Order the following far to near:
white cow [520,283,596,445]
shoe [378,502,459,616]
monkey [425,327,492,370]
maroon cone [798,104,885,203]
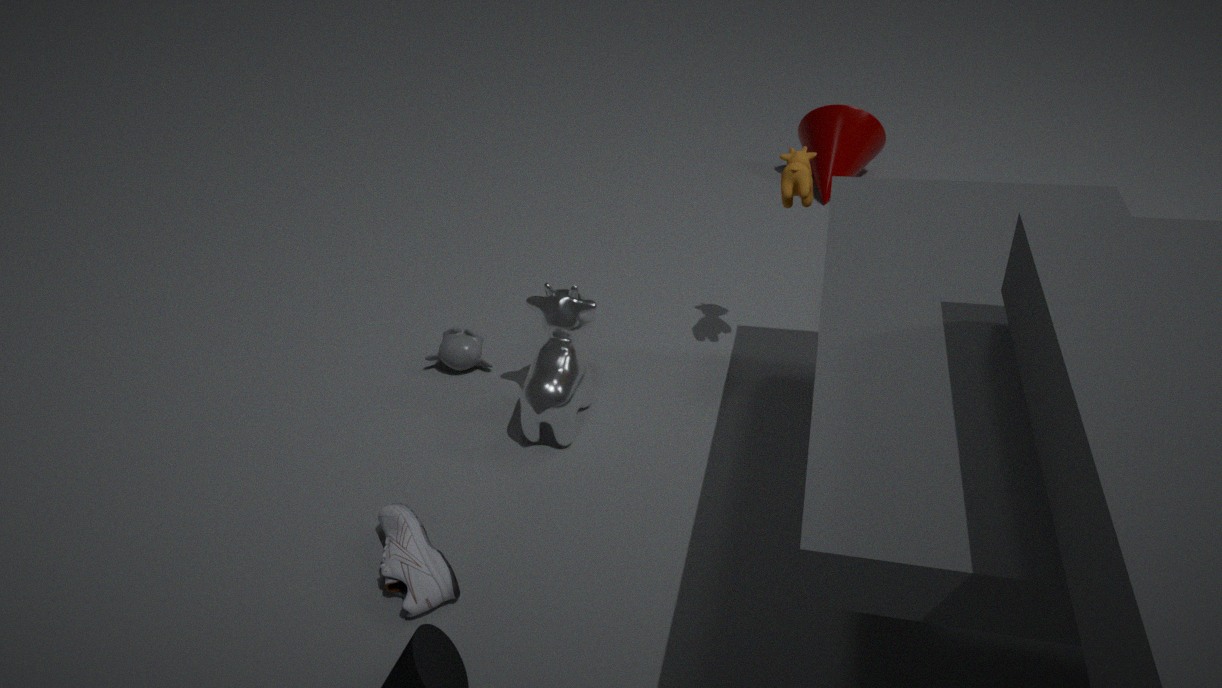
1. maroon cone [798,104,885,203]
2. monkey [425,327,492,370]
3. white cow [520,283,596,445]
4. shoe [378,502,459,616]
